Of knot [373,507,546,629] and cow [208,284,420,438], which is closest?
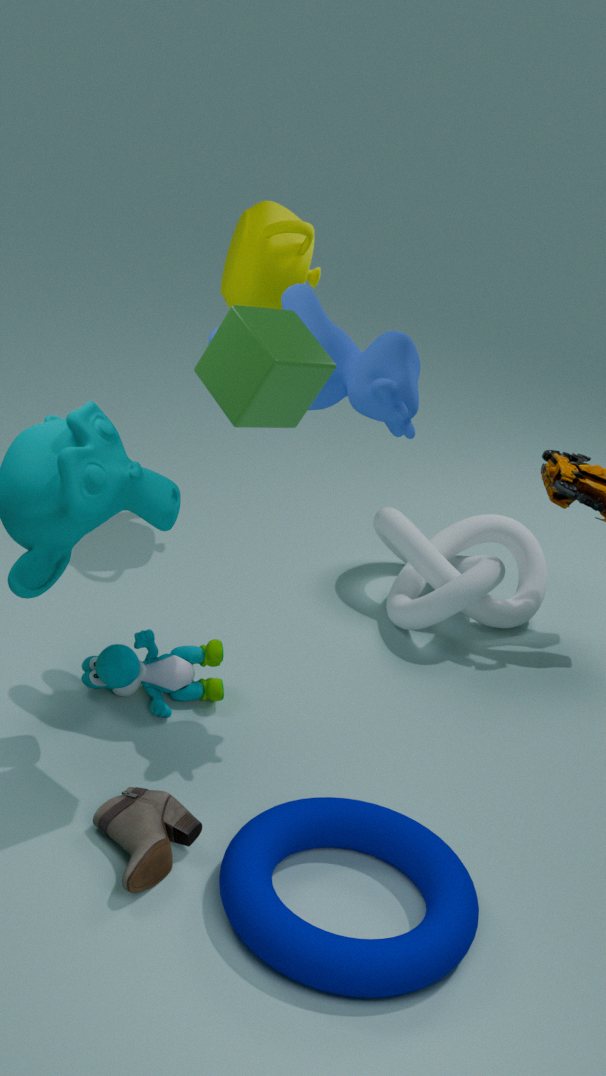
cow [208,284,420,438]
